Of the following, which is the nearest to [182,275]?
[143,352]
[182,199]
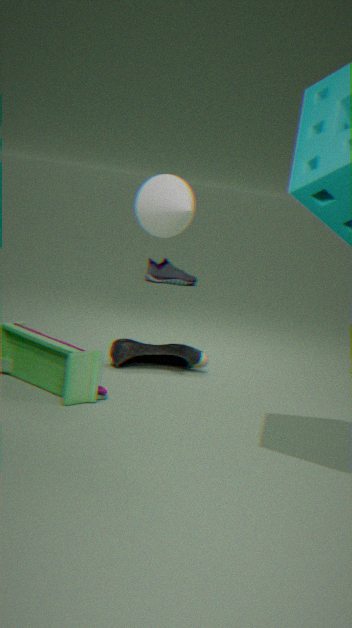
[143,352]
